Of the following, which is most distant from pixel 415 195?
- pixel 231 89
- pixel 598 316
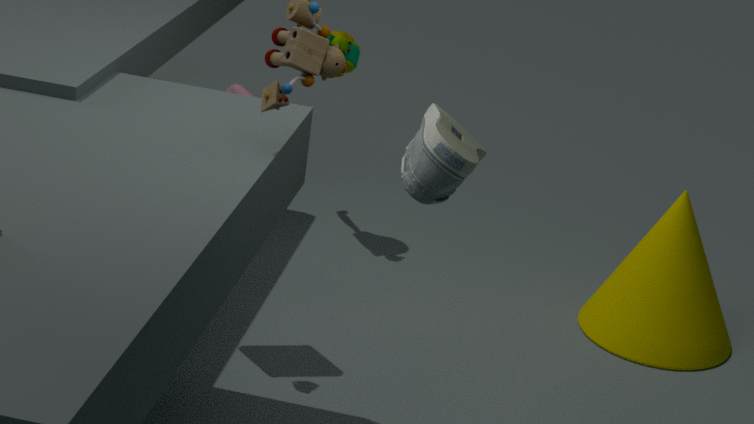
pixel 598 316
